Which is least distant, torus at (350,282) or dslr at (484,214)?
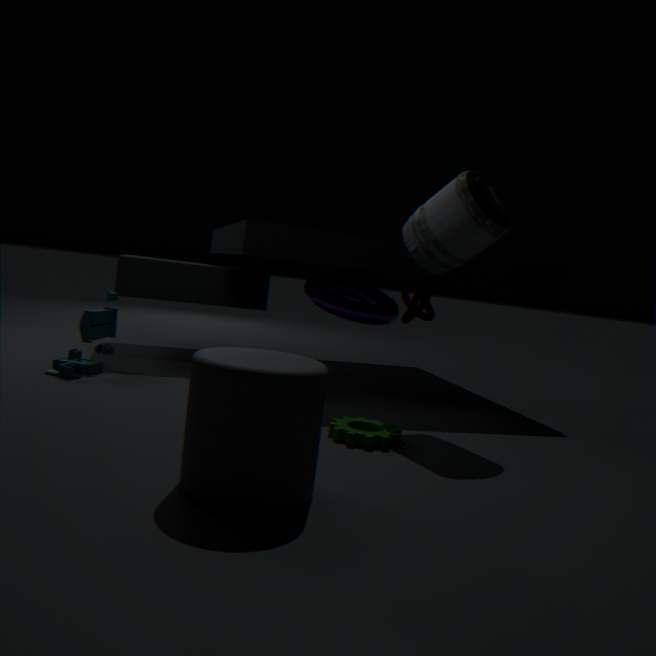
dslr at (484,214)
